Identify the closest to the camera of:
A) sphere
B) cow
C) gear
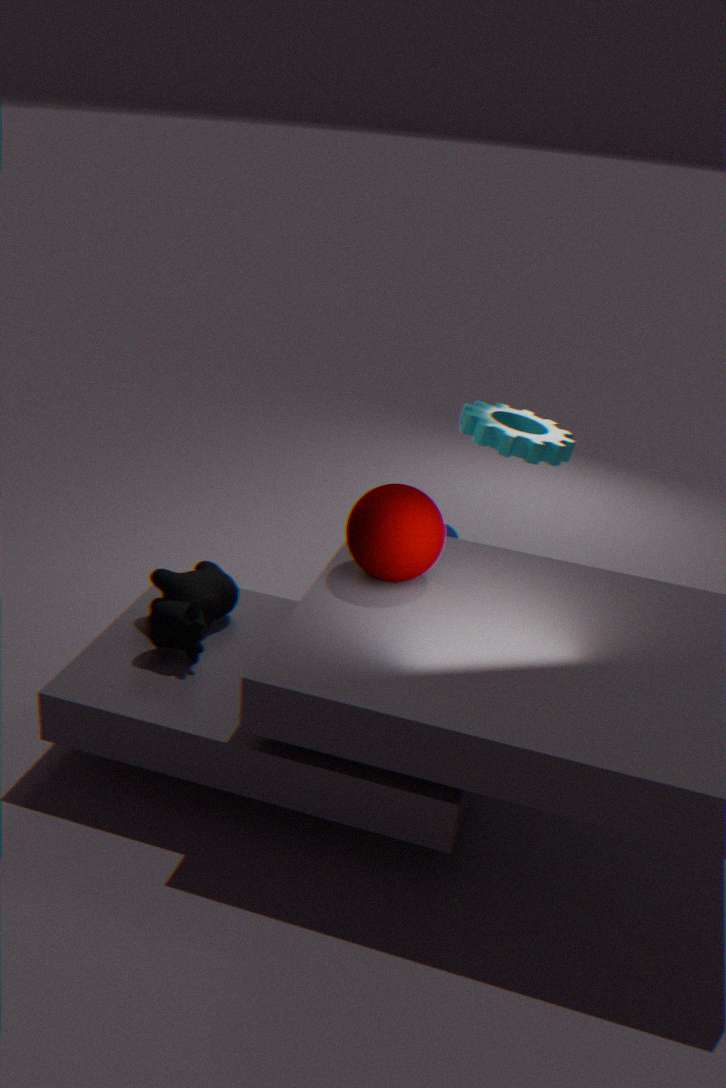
sphere
